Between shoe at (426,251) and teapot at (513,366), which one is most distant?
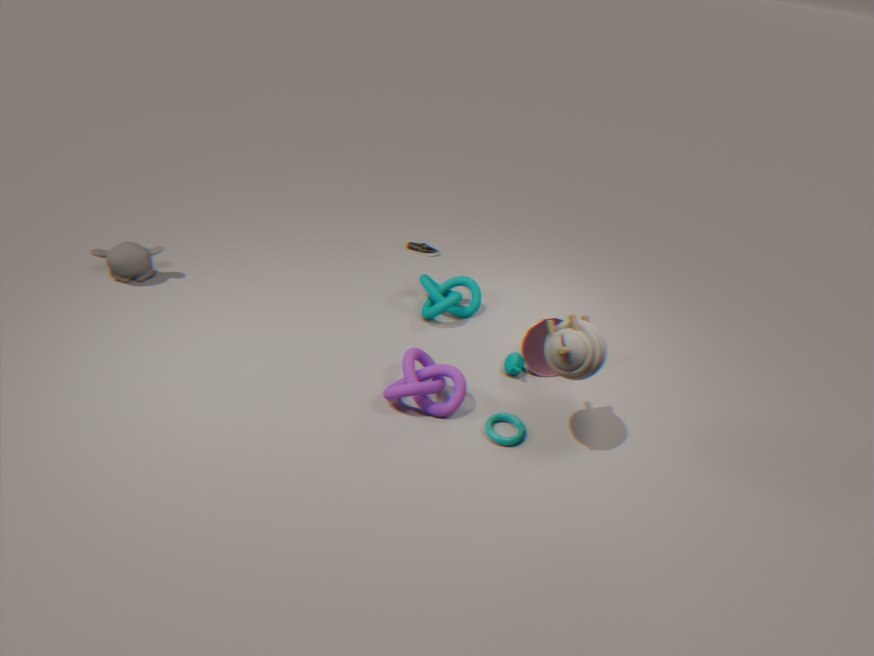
shoe at (426,251)
